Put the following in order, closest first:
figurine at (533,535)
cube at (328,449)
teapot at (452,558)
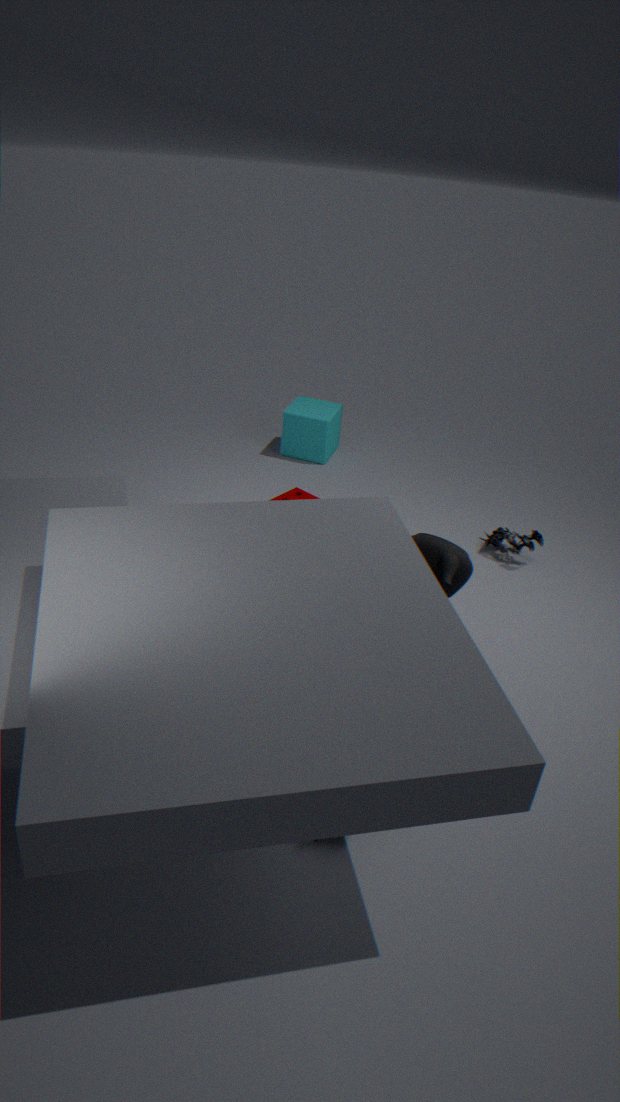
teapot at (452,558)
figurine at (533,535)
cube at (328,449)
